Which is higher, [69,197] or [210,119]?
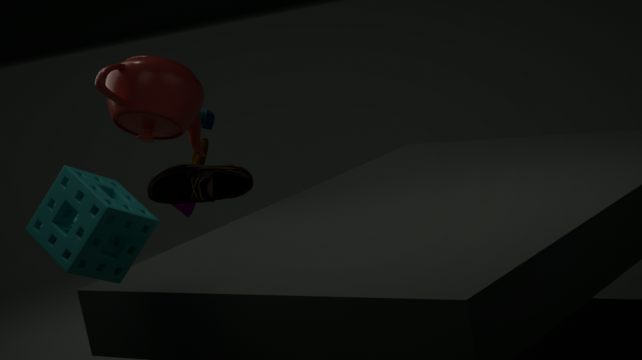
[69,197]
